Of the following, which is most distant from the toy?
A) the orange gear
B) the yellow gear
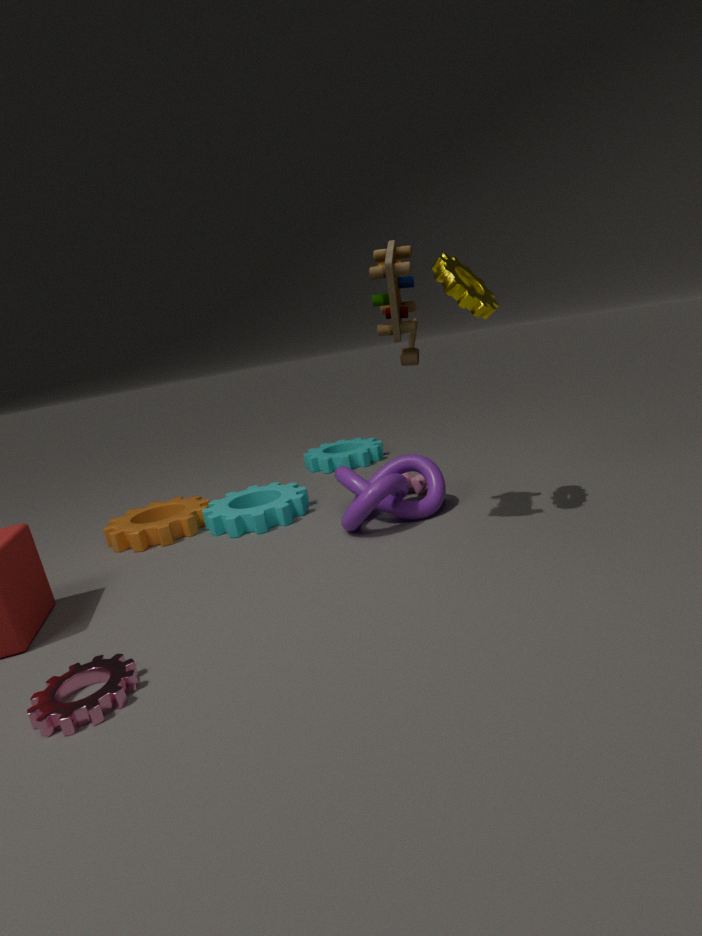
the orange gear
